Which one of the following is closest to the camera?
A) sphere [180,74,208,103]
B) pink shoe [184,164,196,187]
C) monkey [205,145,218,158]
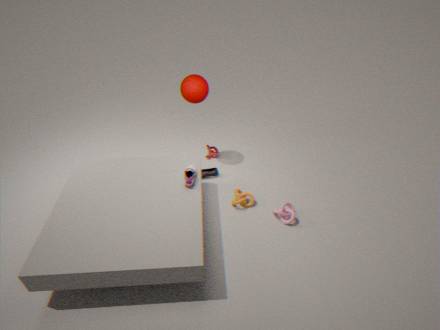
pink shoe [184,164,196,187]
